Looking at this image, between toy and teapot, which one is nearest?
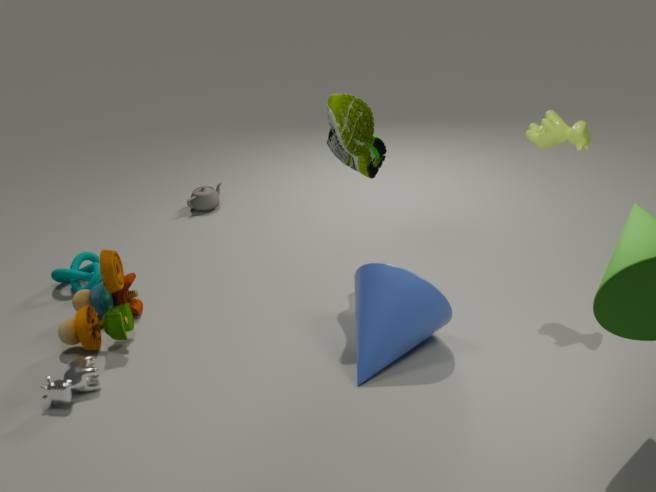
toy
